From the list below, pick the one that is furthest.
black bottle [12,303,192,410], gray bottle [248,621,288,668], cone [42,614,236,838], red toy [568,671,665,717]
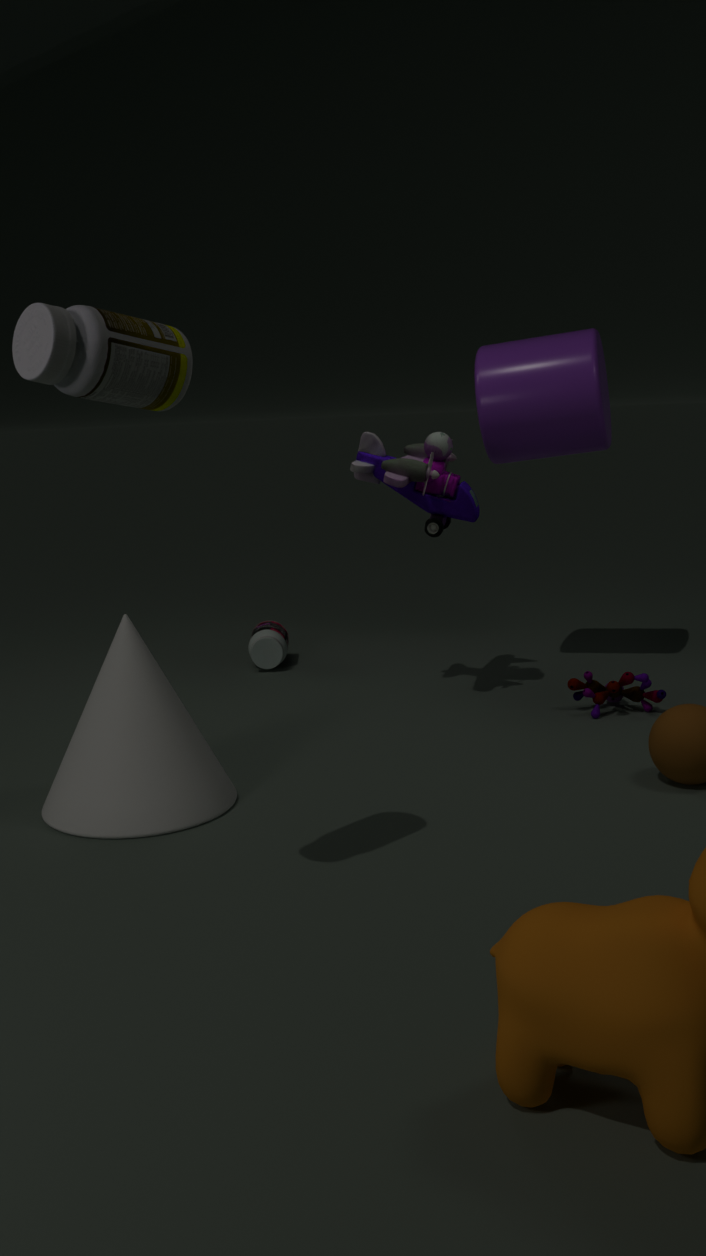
gray bottle [248,621,288,668]
